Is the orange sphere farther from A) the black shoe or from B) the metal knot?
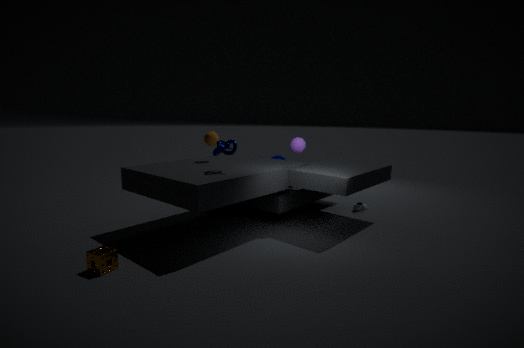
A) the black shoe
